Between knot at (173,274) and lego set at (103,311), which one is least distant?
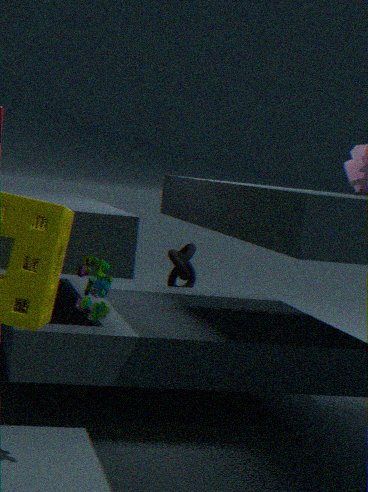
lego set at (103,311)
